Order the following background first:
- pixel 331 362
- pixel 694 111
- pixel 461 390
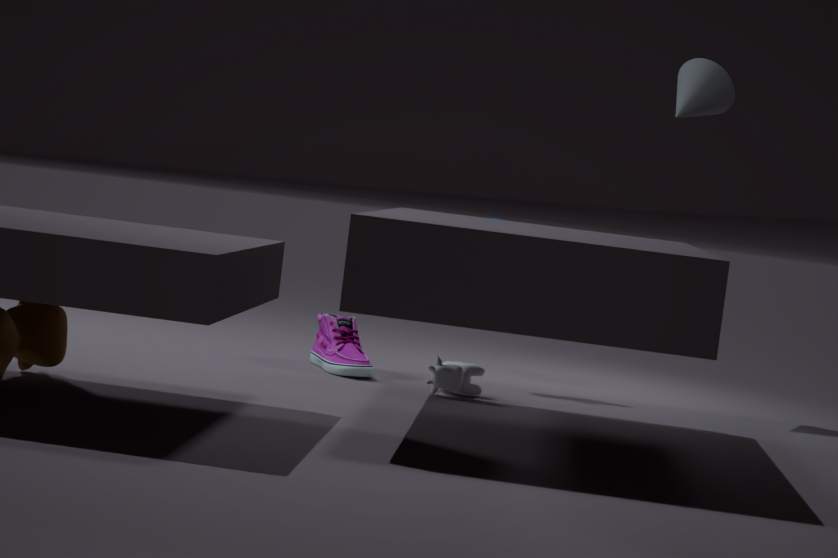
1. pixel 694 111
2. pixel 331 362
3. pixel 461 390
